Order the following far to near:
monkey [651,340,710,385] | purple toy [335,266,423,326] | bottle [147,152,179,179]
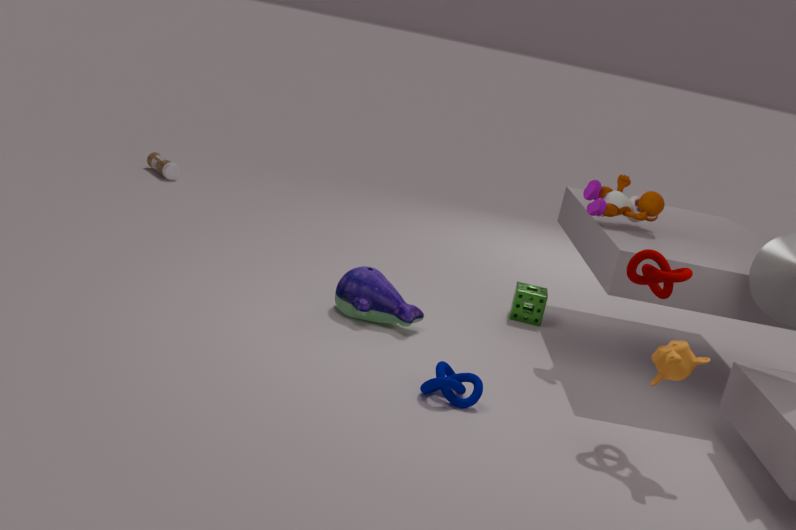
bottle [147,152,179,179] → purple toy [335,266,423,326] → monkey [651,340,710,385]
